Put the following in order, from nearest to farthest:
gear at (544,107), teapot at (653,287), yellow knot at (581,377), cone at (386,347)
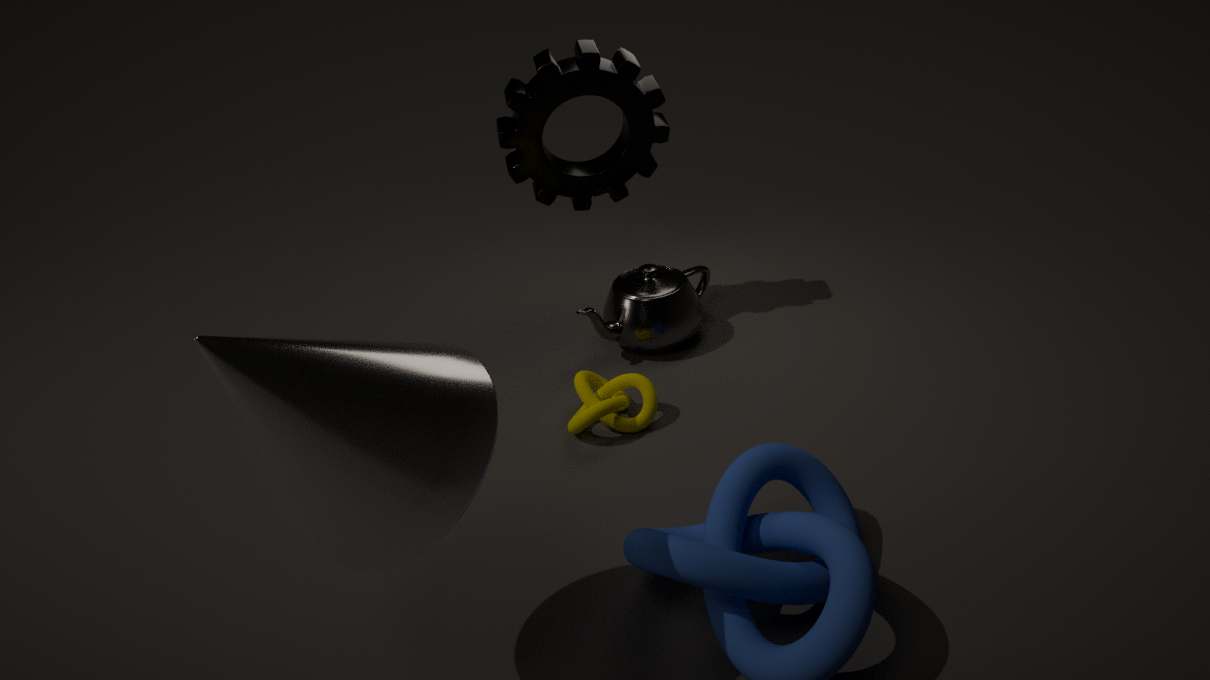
cone at (386,347)
yellow knot at (581,377)
gear at (544,107)
teapot at (653,287)
